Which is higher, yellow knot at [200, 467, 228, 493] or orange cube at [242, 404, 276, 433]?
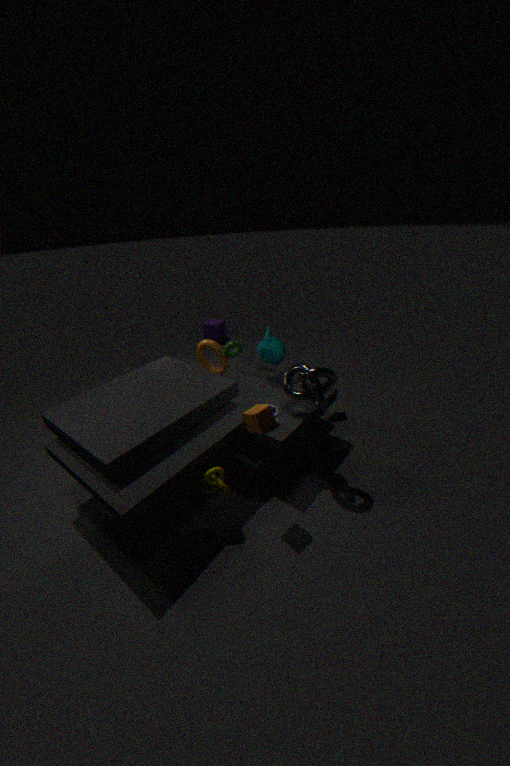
orange cube at [242, 404, 276, 433]
